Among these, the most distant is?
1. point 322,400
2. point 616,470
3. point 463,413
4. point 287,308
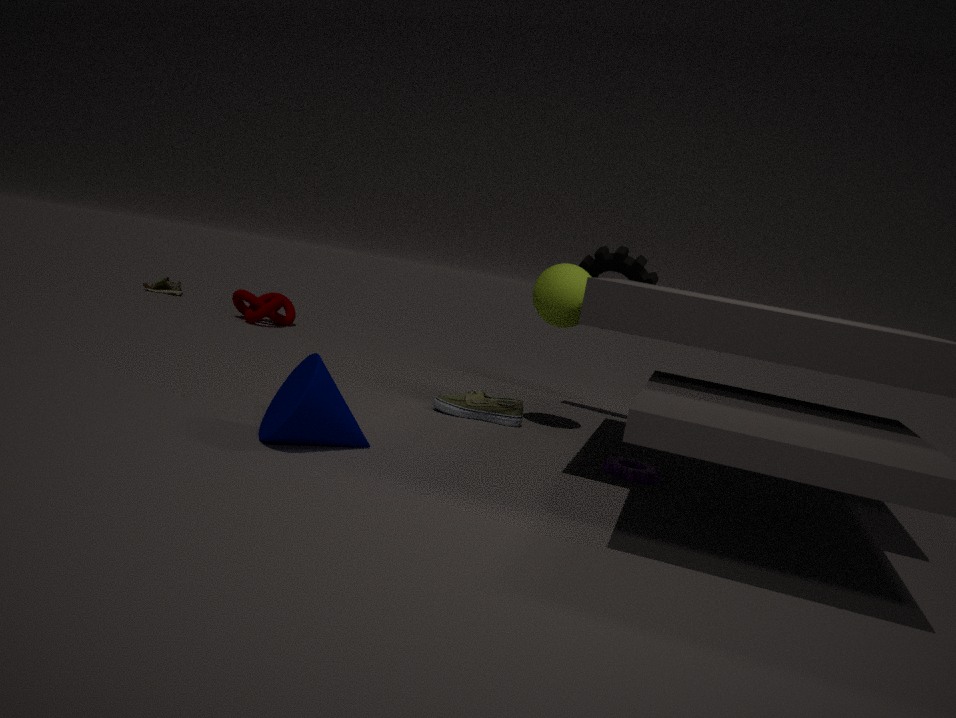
point 287,308
